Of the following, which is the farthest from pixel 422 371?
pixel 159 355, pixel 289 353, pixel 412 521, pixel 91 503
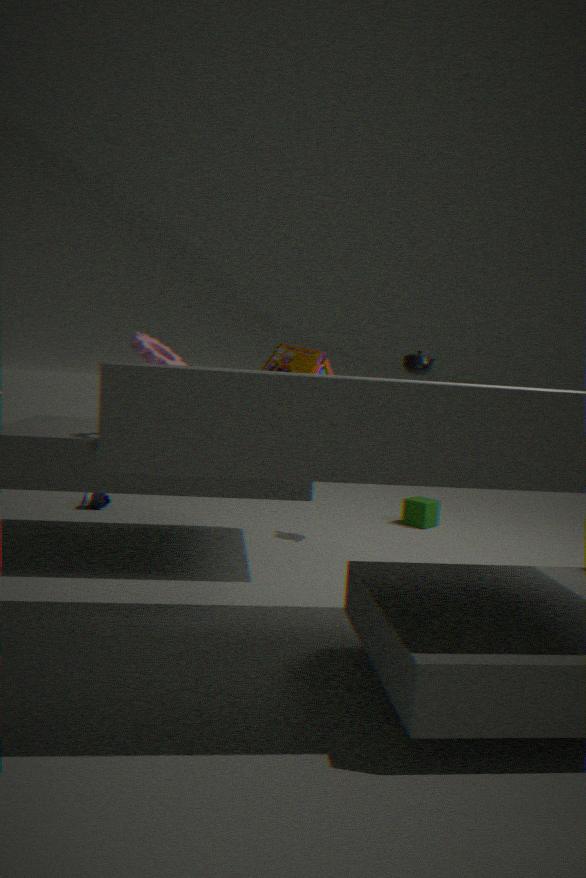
pixel 91 503
